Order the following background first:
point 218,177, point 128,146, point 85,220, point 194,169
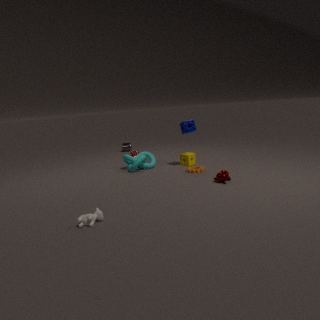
point 128,146 < point 194,169 < point 218,177 < point 85,220
